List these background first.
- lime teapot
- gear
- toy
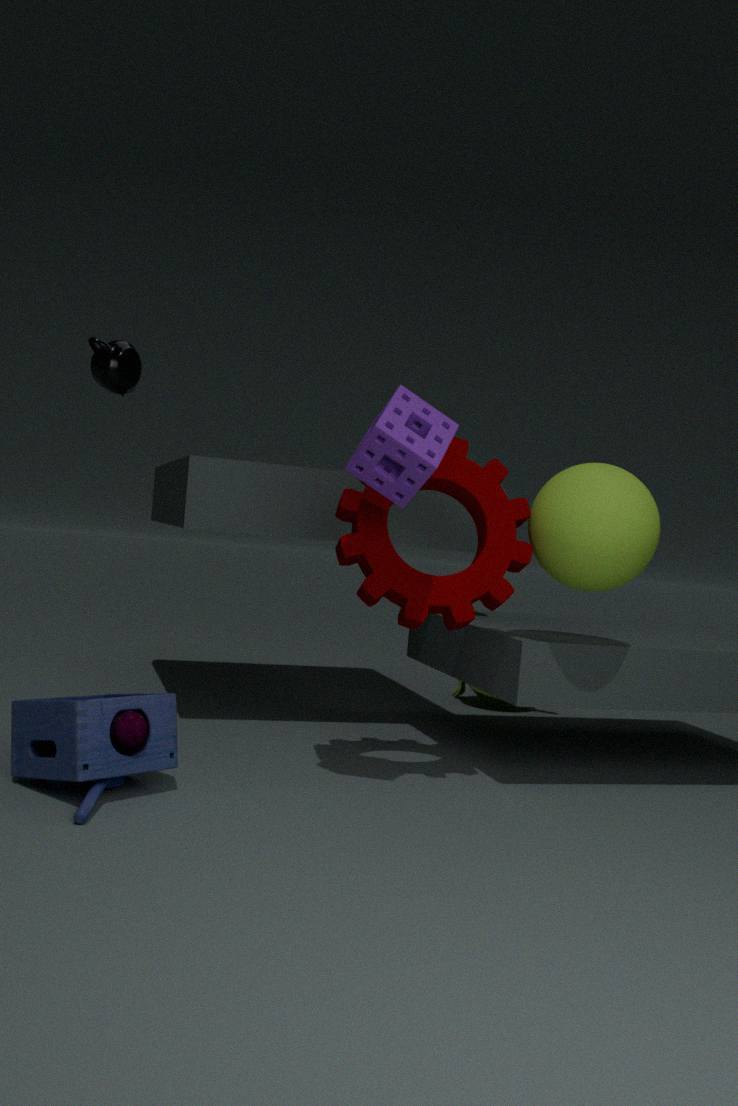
lime teapot, gear, toy
